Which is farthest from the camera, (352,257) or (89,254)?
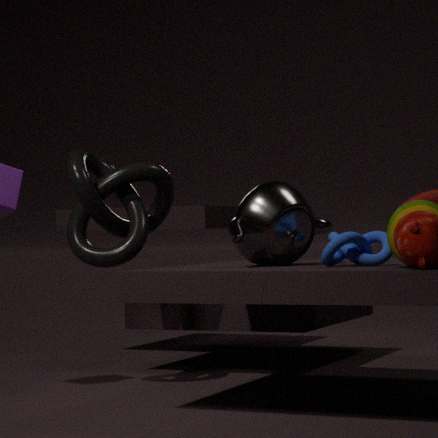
(89,254)
